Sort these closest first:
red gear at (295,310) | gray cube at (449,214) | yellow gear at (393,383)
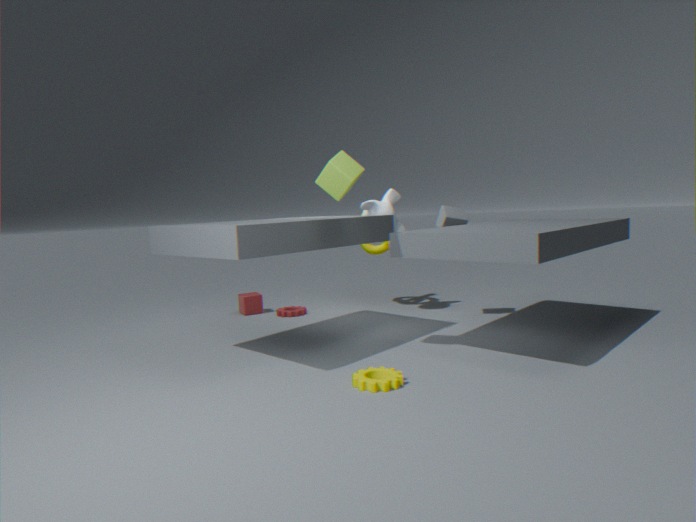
yellow gear at (393,383) < gray cube at (449,214) < red gear at (295,310)
